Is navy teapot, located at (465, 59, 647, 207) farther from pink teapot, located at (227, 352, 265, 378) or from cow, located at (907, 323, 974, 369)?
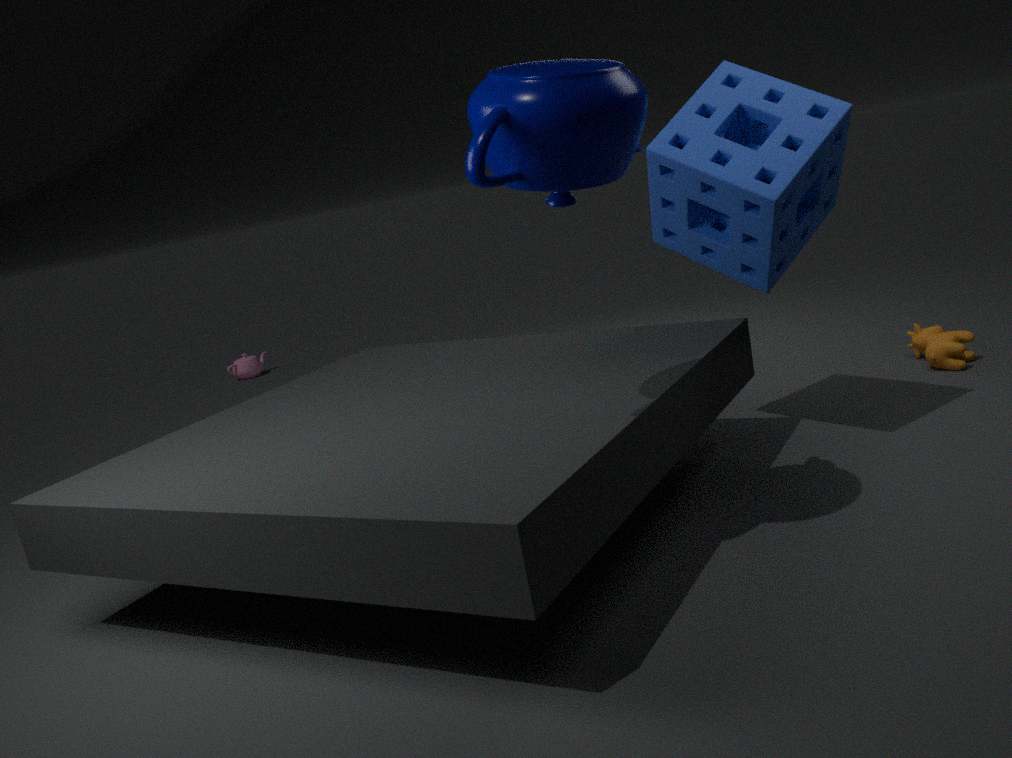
pink teapot, located at (227, 352, 265, 378)
